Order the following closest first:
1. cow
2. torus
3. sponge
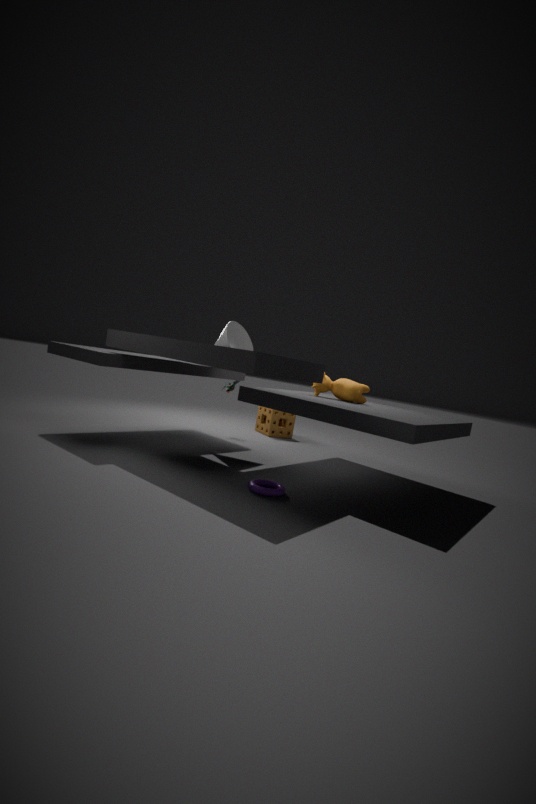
torus → cow → sponge
